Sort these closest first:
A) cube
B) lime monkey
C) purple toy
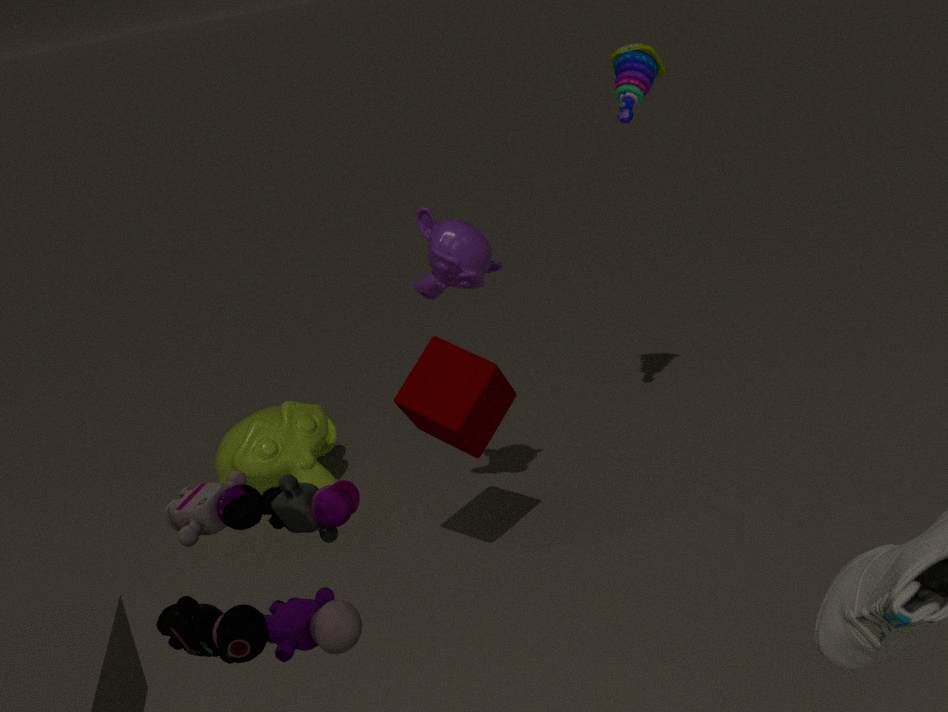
purple toy < cube < lime monkey
